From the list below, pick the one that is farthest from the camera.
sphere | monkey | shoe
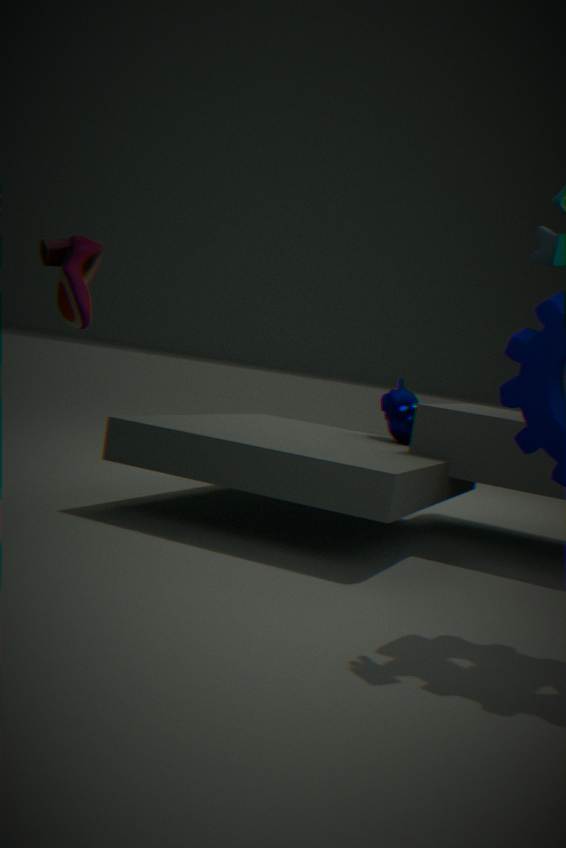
monkey
